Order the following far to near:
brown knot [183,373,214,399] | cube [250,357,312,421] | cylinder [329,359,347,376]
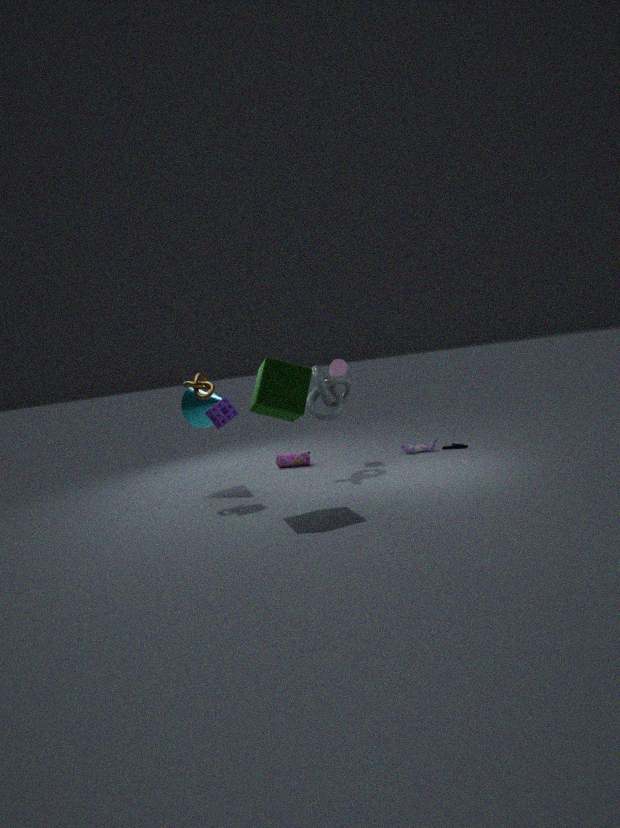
1. cylinder [329,359,347,376]
2. brown knot [183,373,214,399]
3. cube [250,357,312,421]
